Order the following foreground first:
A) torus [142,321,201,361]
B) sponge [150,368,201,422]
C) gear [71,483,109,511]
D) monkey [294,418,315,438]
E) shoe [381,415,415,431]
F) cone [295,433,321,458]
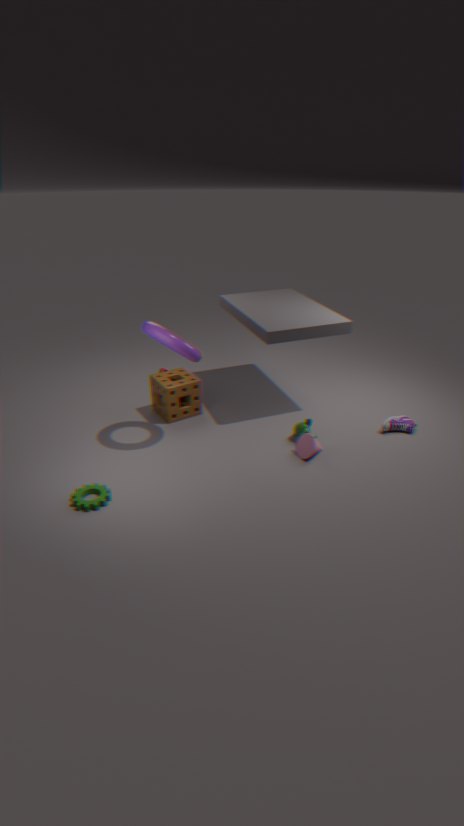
gear [71,483,109,511] < torus [142,321,201,361] < cone [295,433,321,458] < monkey [294,418,315,438] < shoe [381,415,415,431] < sponge [150,368,201,422]
